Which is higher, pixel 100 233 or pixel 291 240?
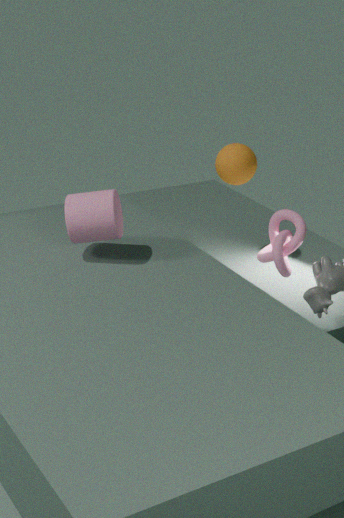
pixel 100 233
